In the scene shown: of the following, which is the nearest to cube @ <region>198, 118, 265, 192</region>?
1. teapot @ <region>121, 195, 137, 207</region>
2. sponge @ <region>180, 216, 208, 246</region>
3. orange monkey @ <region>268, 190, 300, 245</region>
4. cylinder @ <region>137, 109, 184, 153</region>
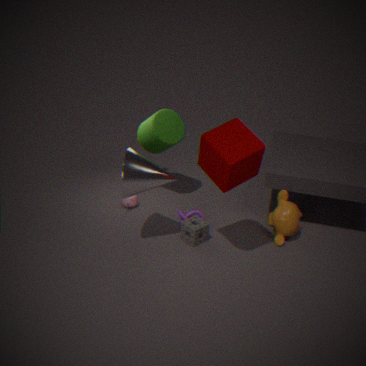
sponge @ <region>180, 216, 208, 246</region>
